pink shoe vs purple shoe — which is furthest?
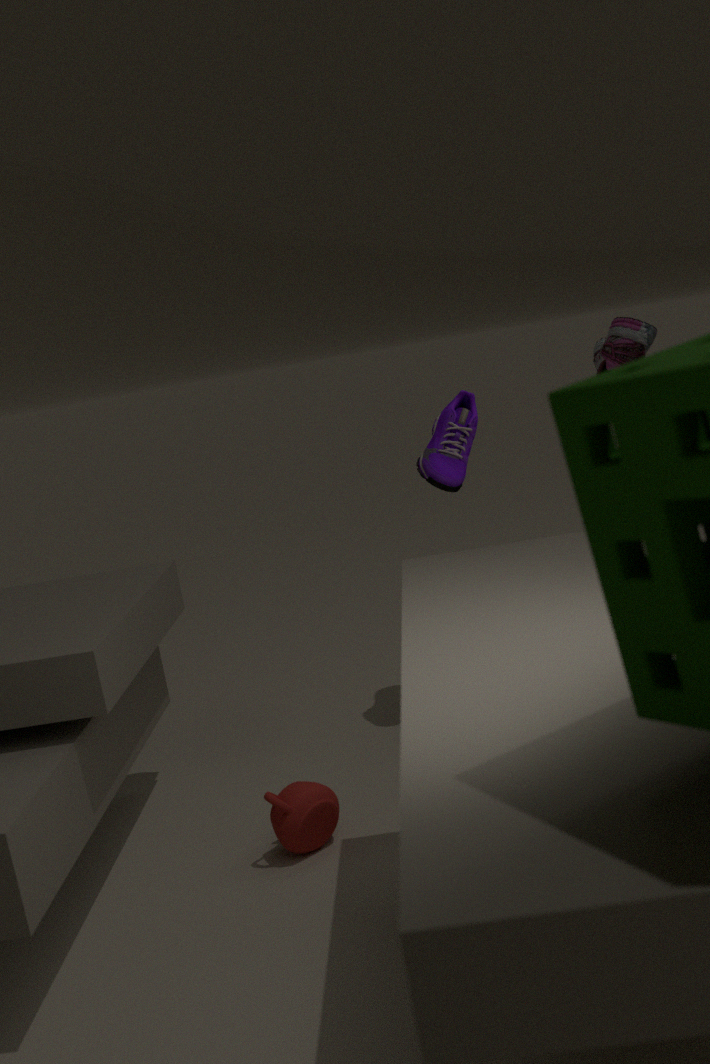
purple shoe
